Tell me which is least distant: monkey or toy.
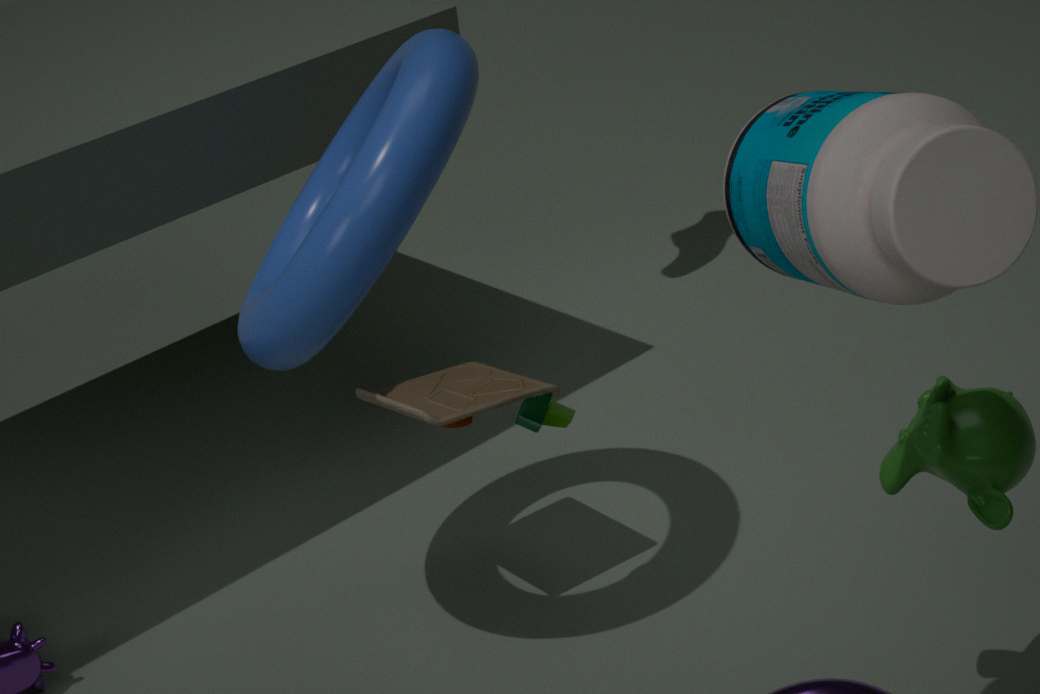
monkey
